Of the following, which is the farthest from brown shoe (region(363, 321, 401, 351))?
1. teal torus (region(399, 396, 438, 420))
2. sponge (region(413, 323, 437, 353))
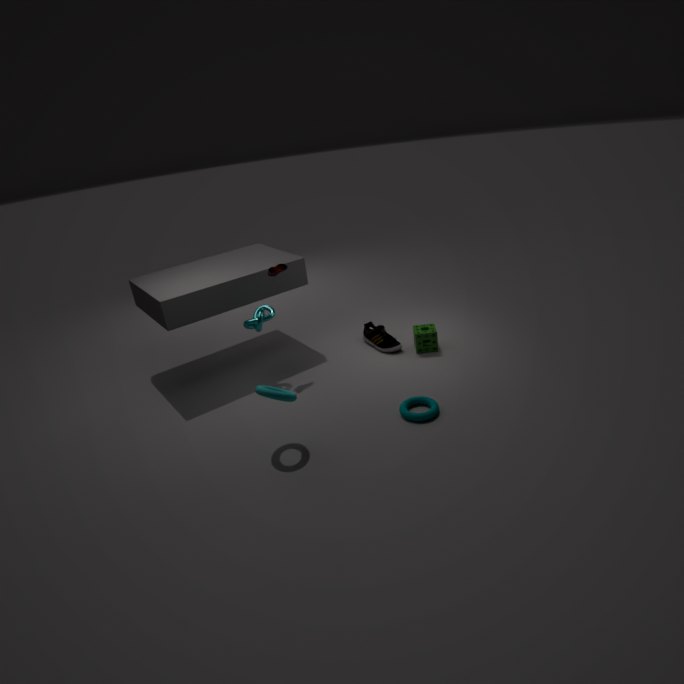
teal torus (region(399, 396, 438, 420))
